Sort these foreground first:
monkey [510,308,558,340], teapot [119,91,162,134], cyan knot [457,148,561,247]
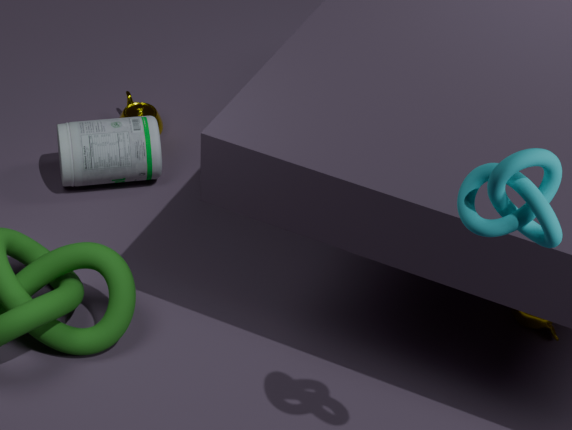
cyan knot [457,148,561,247] < monkey [510,308,558,340] < teapot [119,91,162,134]
